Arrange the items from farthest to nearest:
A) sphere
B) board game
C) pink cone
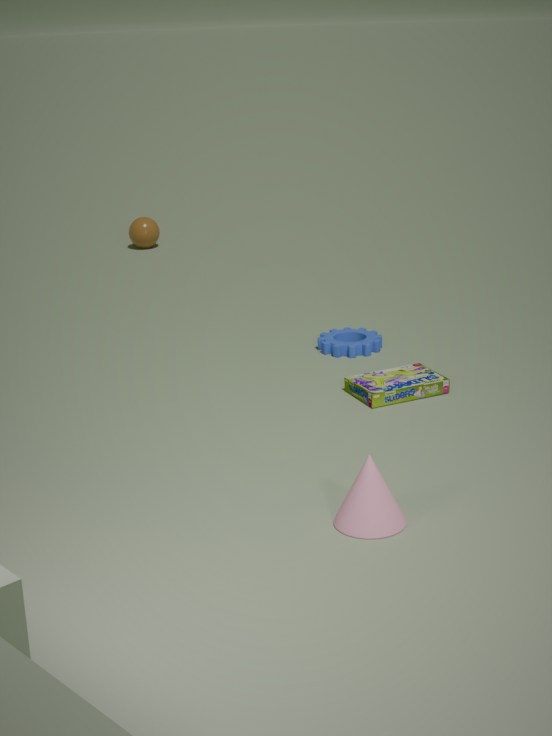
A. sphere < B. board game < C. pink cone
